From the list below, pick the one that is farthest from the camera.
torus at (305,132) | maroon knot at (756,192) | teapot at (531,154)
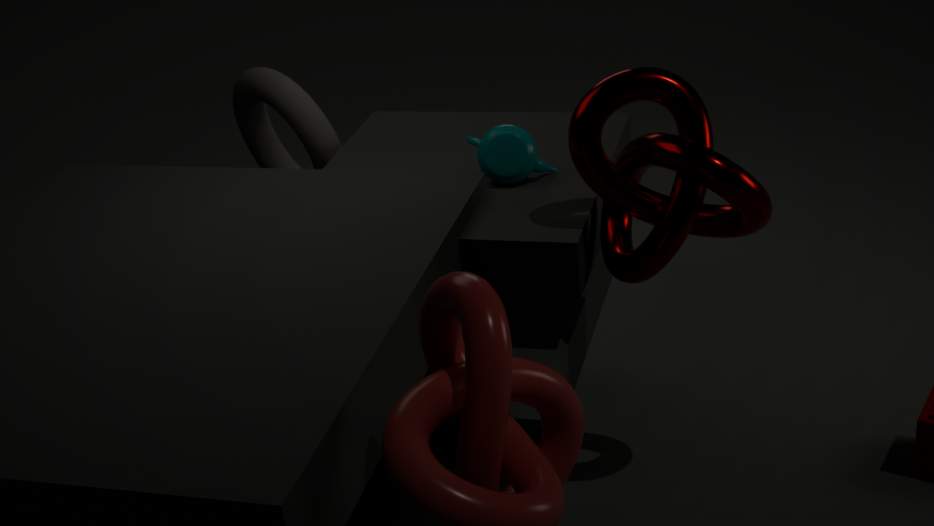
torus at (305,132)
